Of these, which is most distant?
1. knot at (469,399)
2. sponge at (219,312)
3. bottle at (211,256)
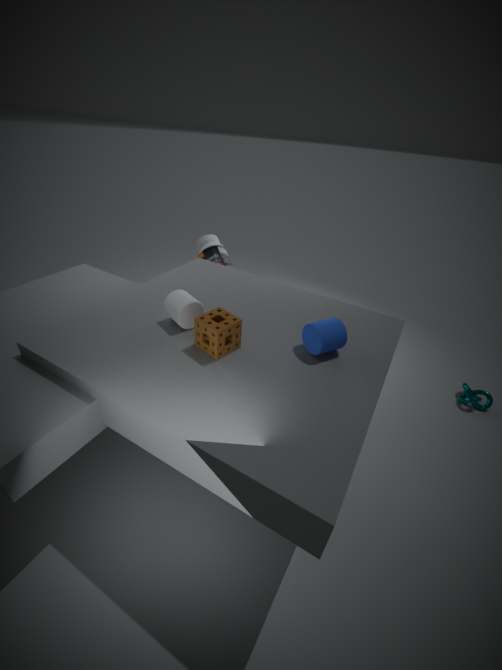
bottle at (211,256)
